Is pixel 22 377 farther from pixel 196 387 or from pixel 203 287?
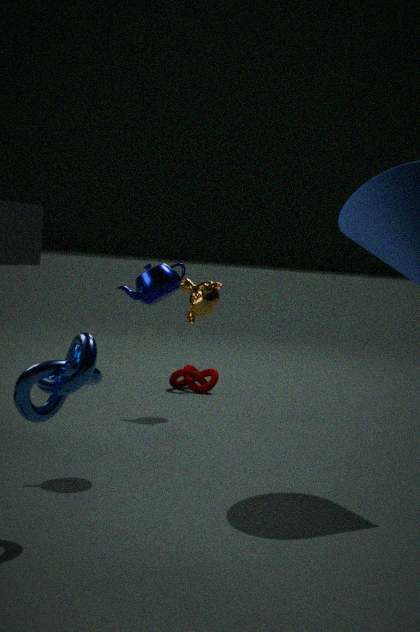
pixel 196 387
